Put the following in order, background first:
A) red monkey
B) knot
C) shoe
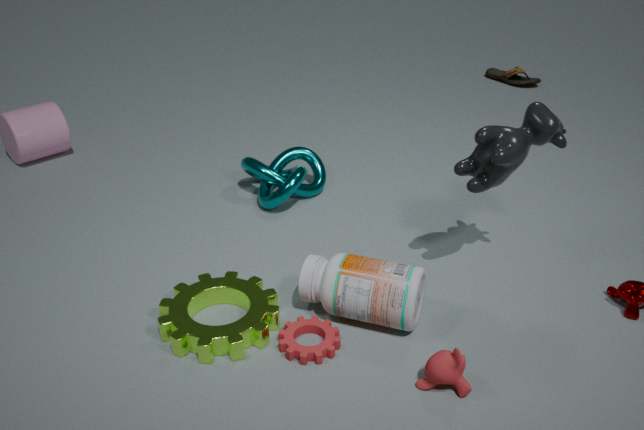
shoe → knot → red monkey
